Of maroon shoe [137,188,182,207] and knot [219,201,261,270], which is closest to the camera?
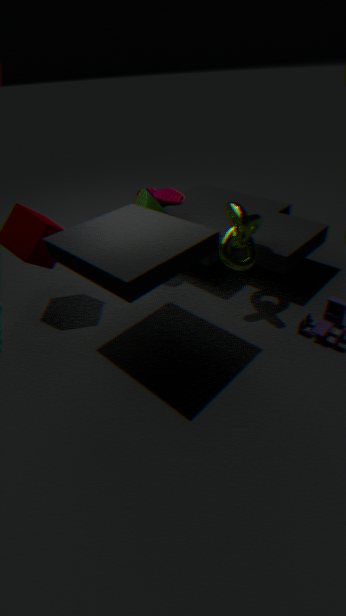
knot [219,201,261,270]
